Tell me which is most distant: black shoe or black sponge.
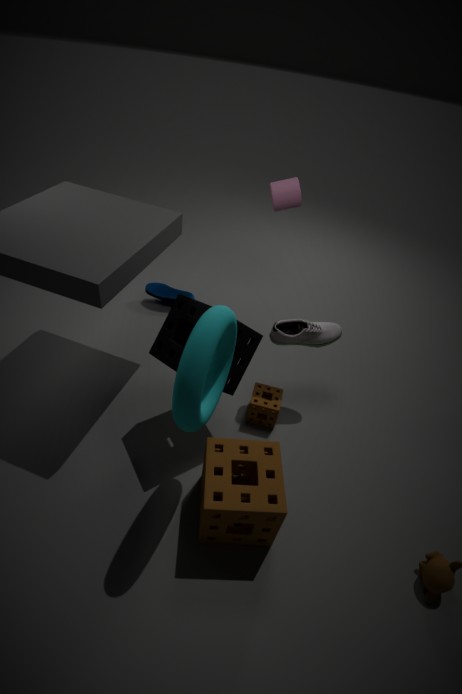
black shoe
